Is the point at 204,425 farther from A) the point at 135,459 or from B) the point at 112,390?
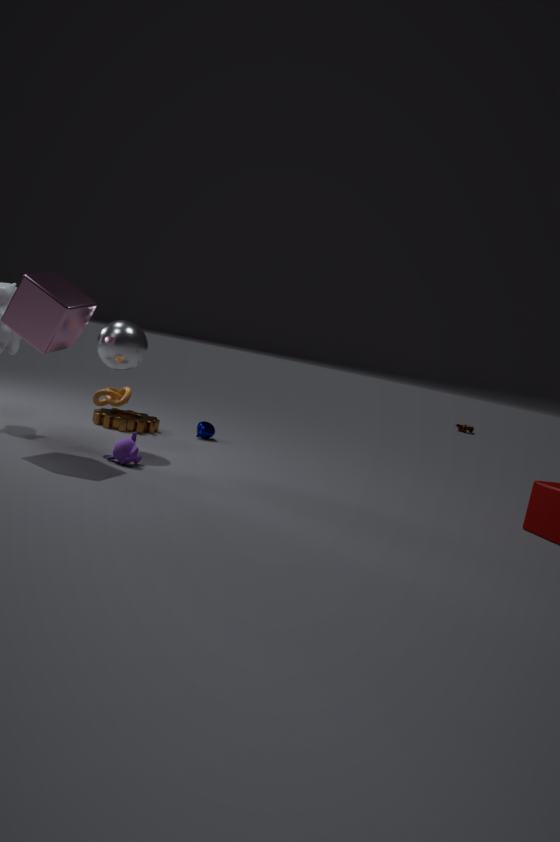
A) the point at 135,459
